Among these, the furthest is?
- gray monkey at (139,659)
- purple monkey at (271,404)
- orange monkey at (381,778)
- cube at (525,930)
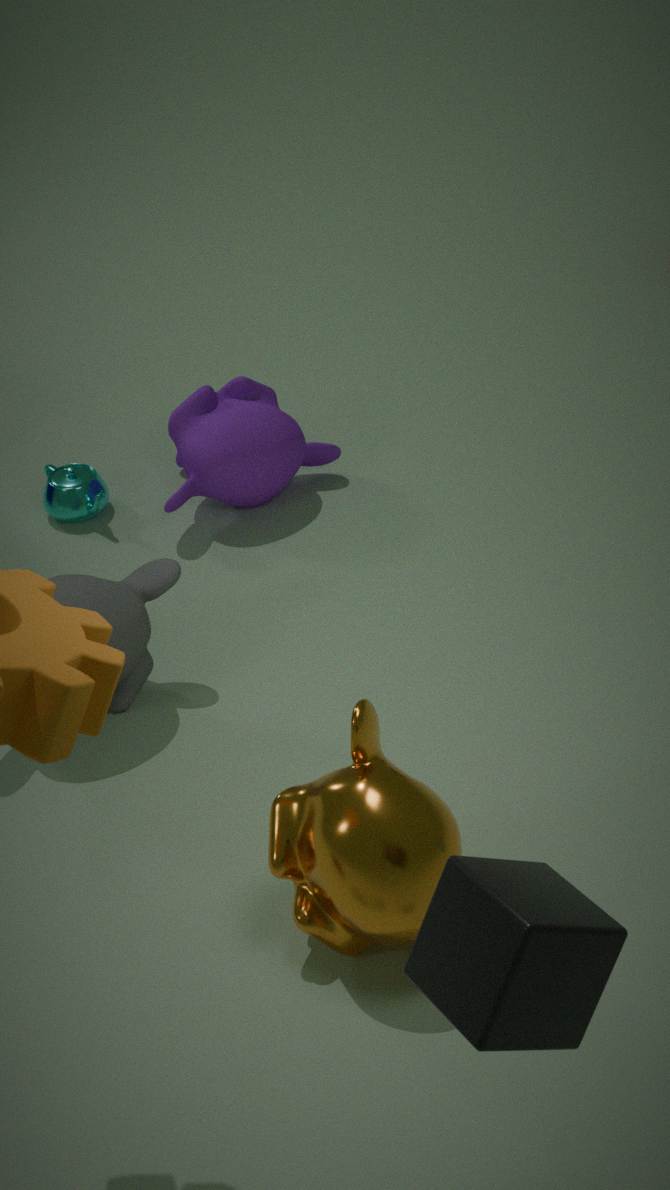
purple monkey at (271,404)
